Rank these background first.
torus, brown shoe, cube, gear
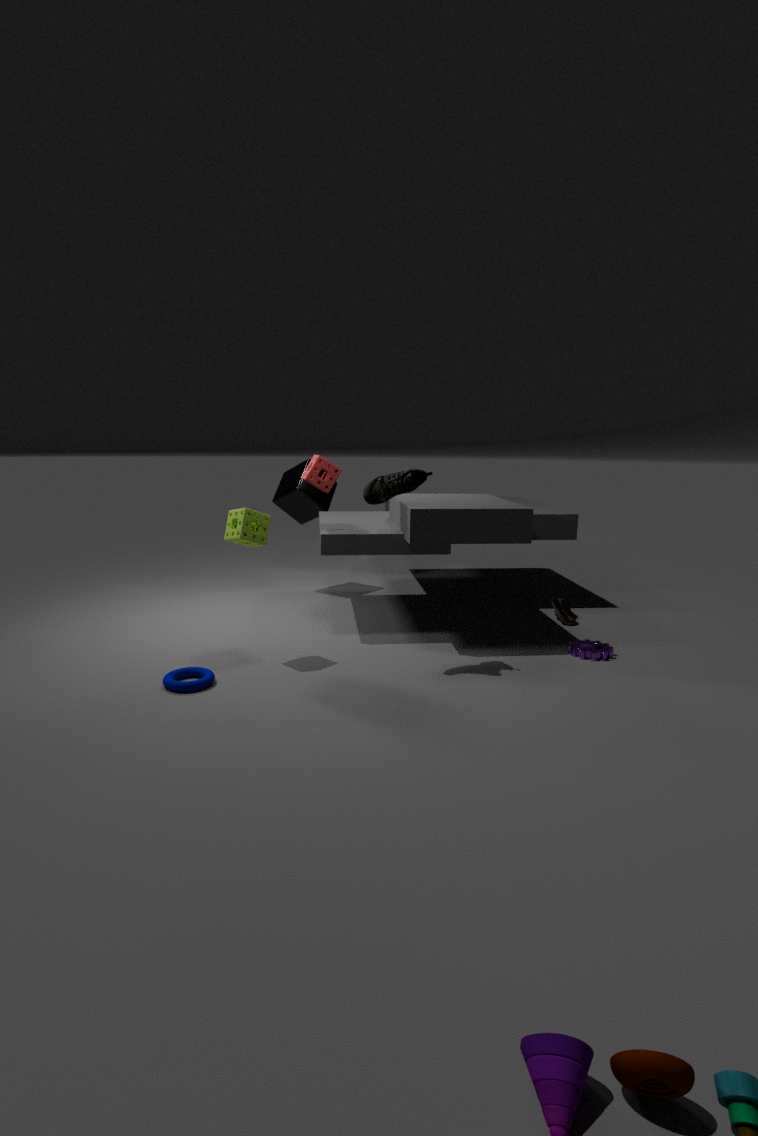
cube
brown shoe
gear
torus
